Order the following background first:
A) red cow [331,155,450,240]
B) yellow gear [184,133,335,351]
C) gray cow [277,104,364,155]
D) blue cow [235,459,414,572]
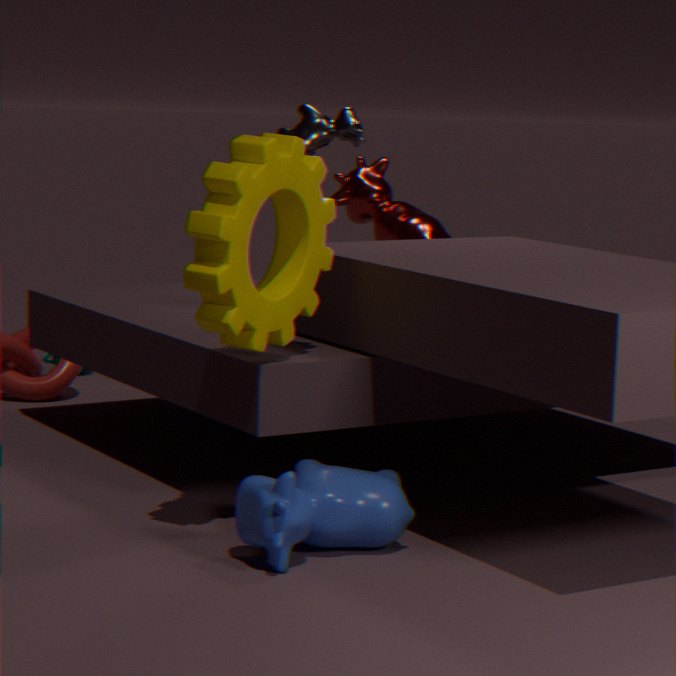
red cow [331,155,450,240] < gray cow [277,104,364,155] < yellow gear [184,133,335,351] < blue cow [235,459,414,572]
